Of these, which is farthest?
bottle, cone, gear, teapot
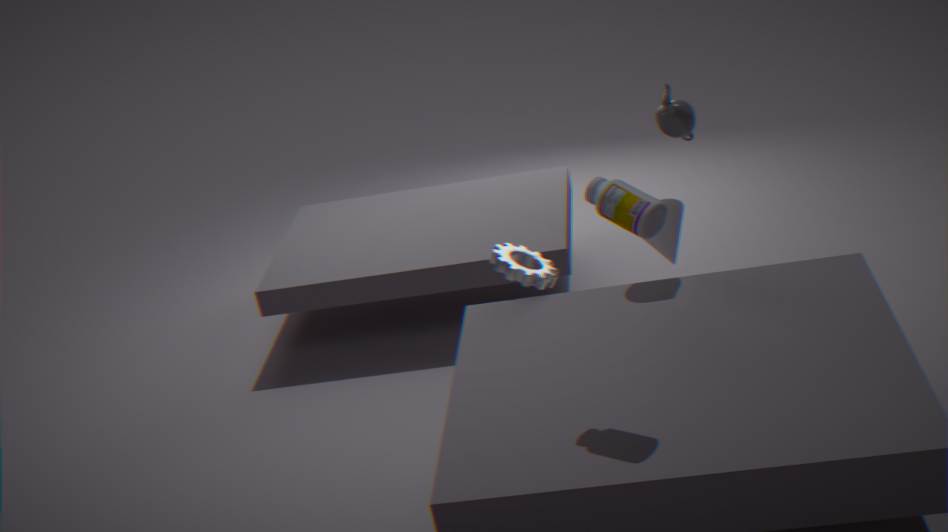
teapot
